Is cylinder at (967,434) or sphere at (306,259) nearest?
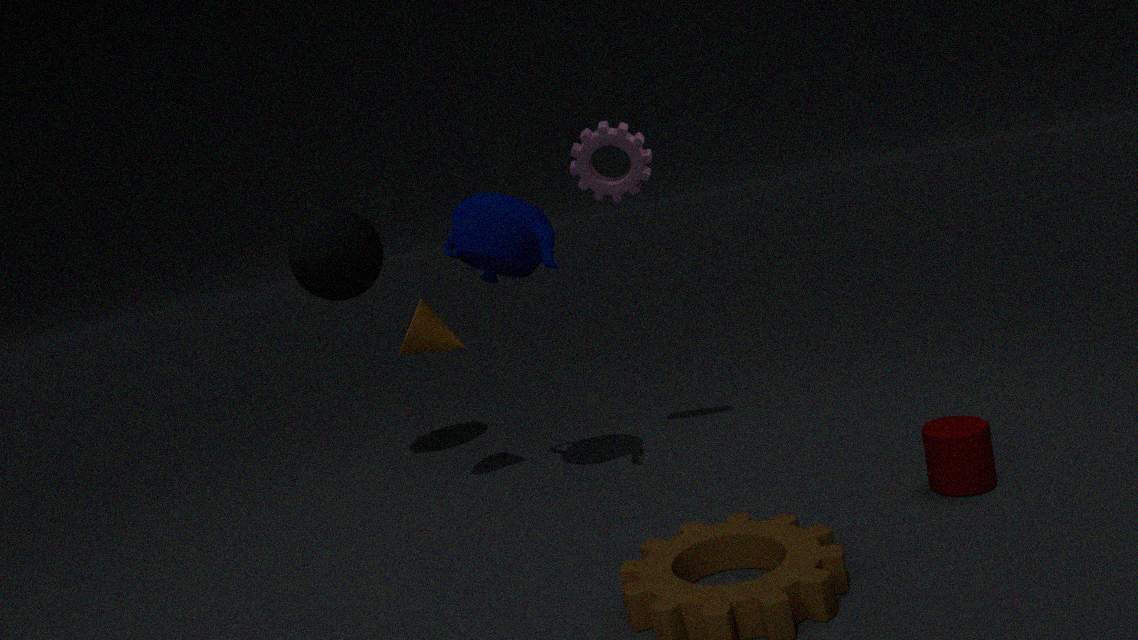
cylinder at (967,434)
